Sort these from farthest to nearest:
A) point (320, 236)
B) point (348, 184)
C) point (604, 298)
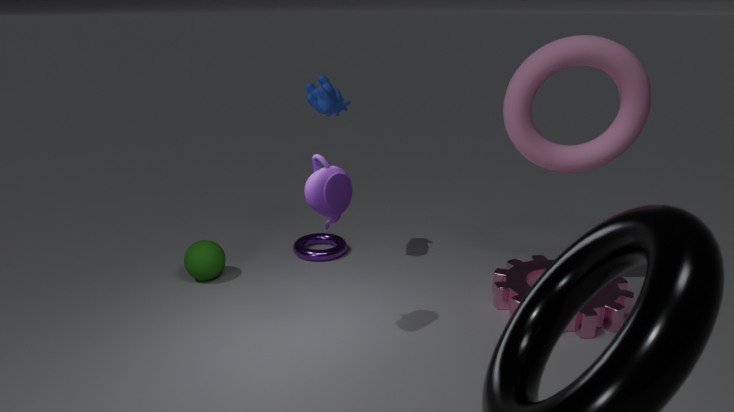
point (320, 236), point (604, 298), point (348, 184)
